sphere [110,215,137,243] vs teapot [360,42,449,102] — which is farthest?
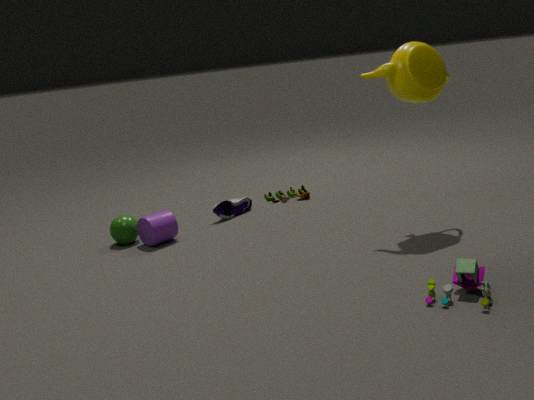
sphere [110,215,137,243]
